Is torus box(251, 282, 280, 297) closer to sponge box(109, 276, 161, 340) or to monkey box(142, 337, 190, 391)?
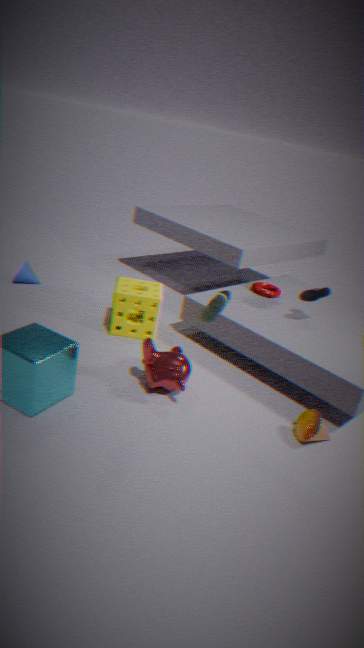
sponge box(109, 276, 161, 340)
